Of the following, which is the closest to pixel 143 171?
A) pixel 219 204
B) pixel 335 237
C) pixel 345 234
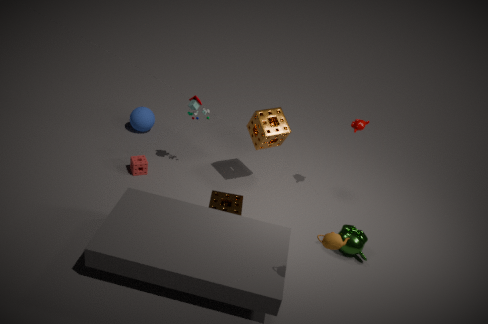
pixel 219 204
